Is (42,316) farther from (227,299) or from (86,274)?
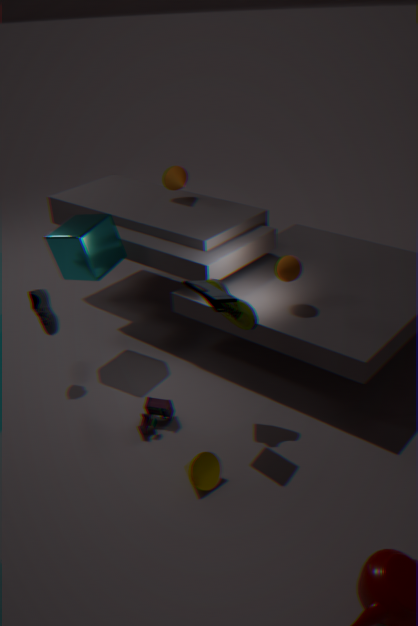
(227,299)
